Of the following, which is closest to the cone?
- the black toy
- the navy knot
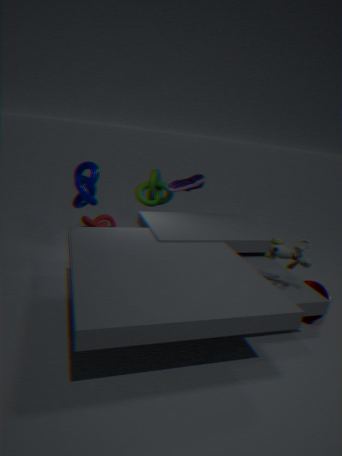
the black toy
